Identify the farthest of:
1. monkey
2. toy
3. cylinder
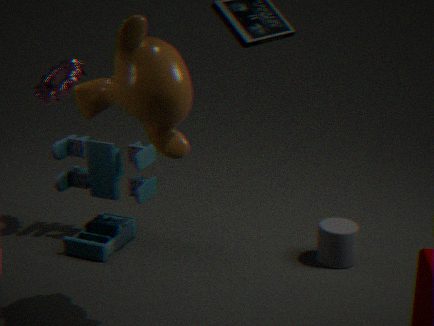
toy
